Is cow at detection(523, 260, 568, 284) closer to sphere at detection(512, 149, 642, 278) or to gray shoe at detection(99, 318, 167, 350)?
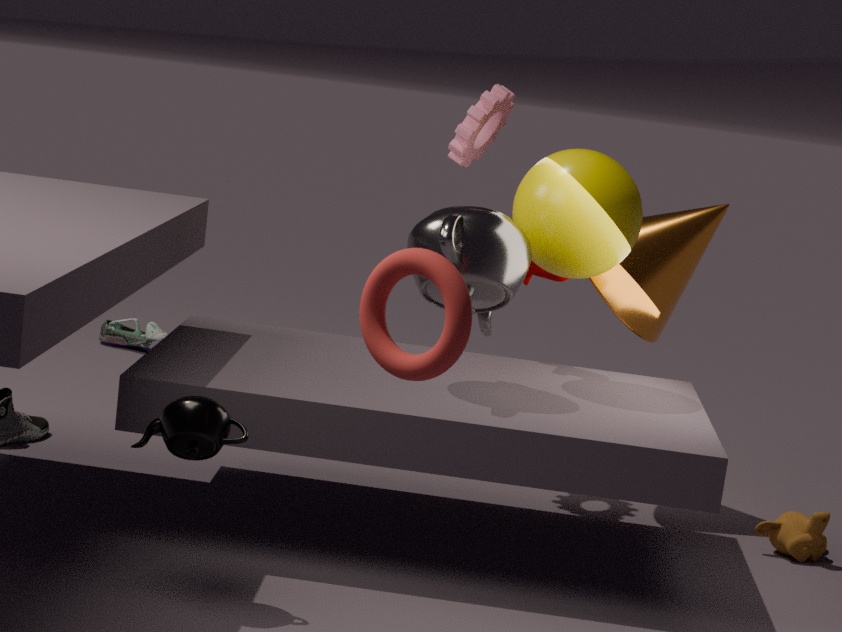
sphere at detection(512, 149, 642, 278)
